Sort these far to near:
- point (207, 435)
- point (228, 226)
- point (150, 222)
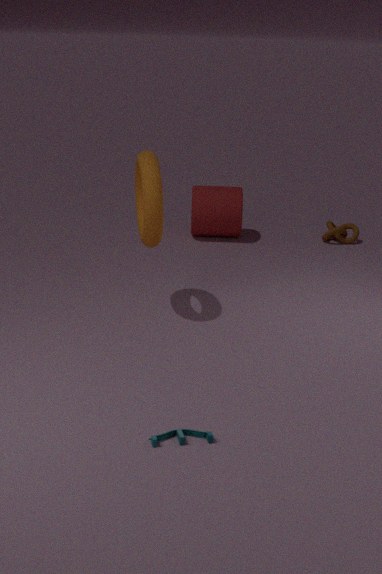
1. point (228, 226)
2. point (150, 222)
3. point (207, 435)
